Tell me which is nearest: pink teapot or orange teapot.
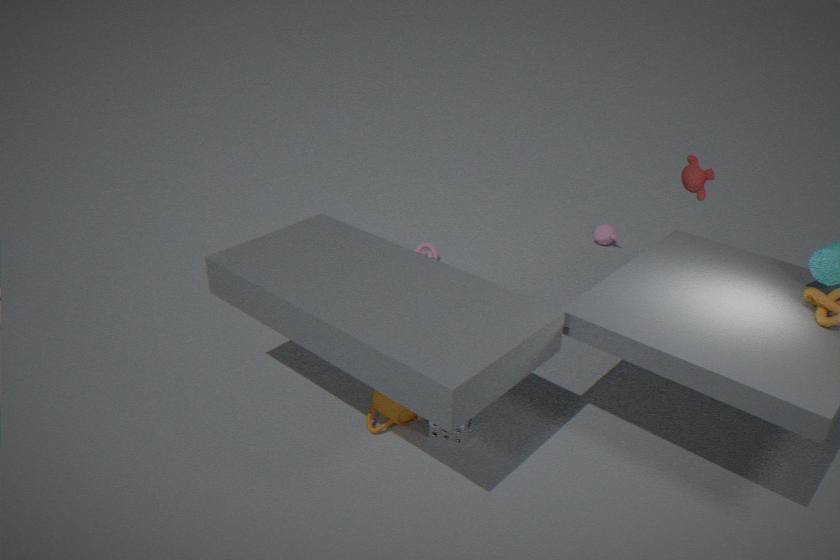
orange teapot
